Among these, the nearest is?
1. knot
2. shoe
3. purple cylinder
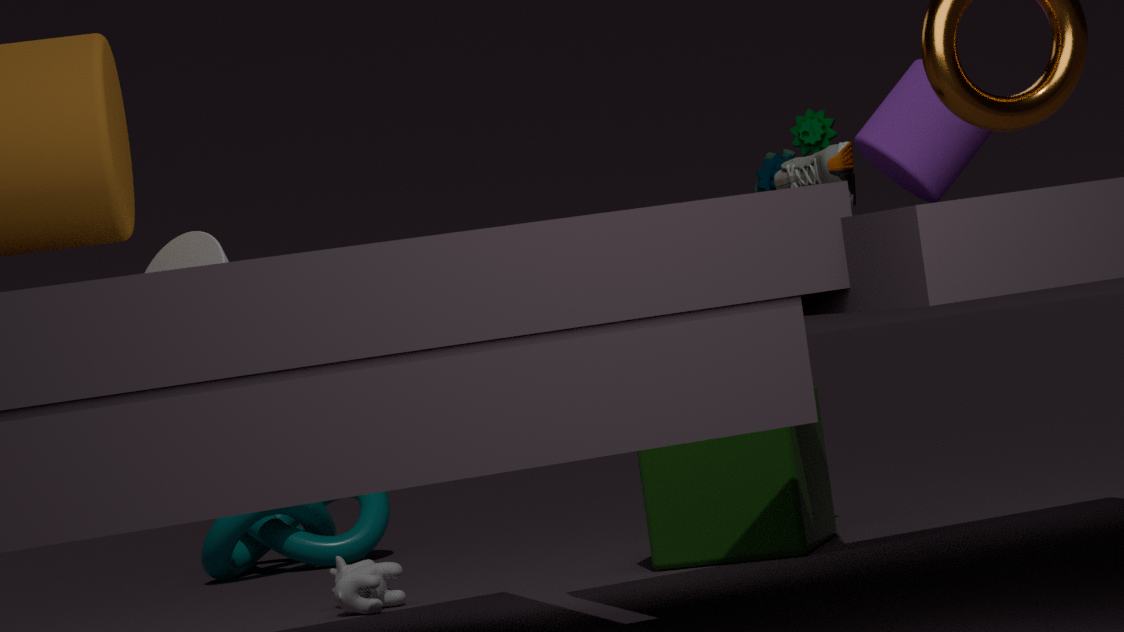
purple cylinder
